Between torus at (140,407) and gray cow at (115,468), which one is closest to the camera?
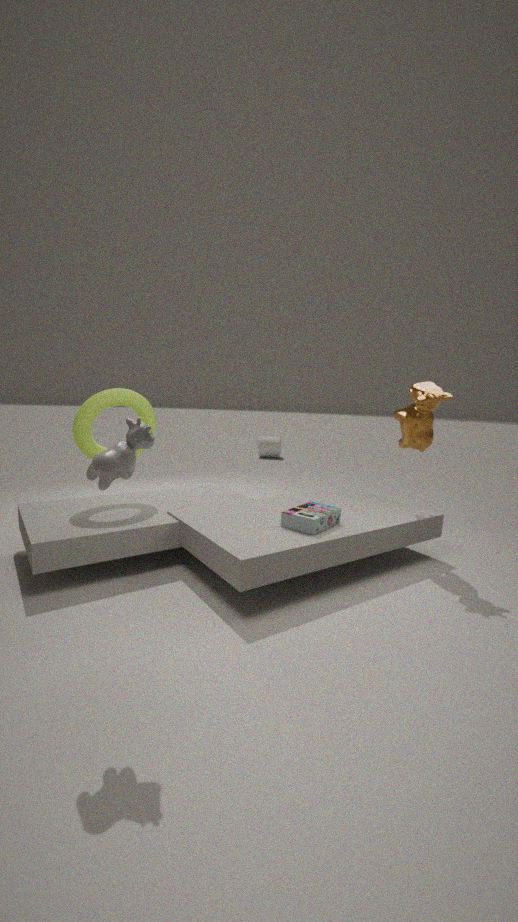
gray cow at (115,468)
